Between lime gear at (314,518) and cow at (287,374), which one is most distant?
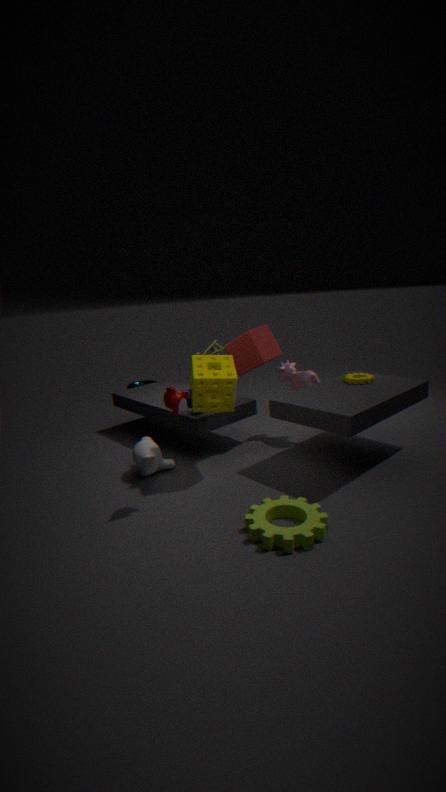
cow at (287,374)
